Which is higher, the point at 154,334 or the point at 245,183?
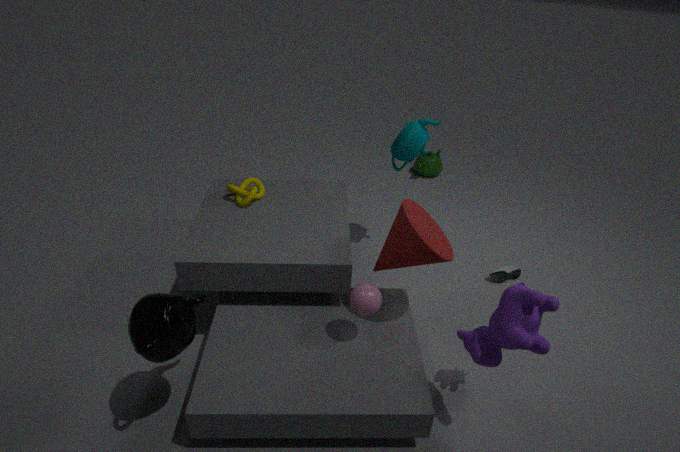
the point at 245,183
